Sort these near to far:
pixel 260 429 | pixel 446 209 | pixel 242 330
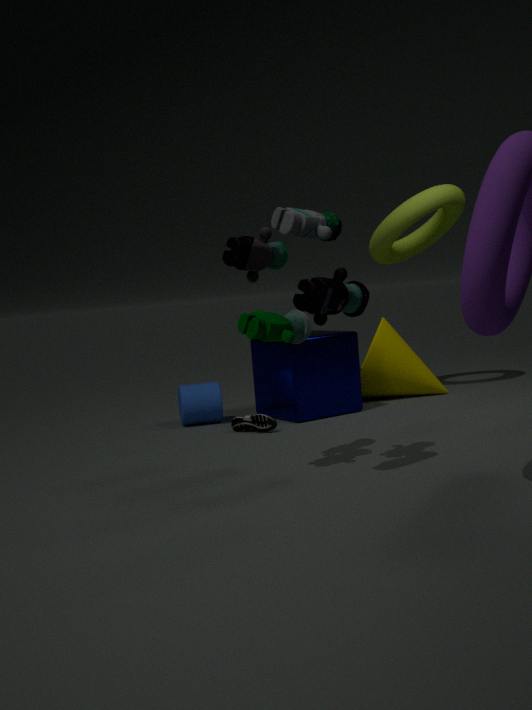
pixel 242 330 → pixel 260 429 → pixel 446 209
